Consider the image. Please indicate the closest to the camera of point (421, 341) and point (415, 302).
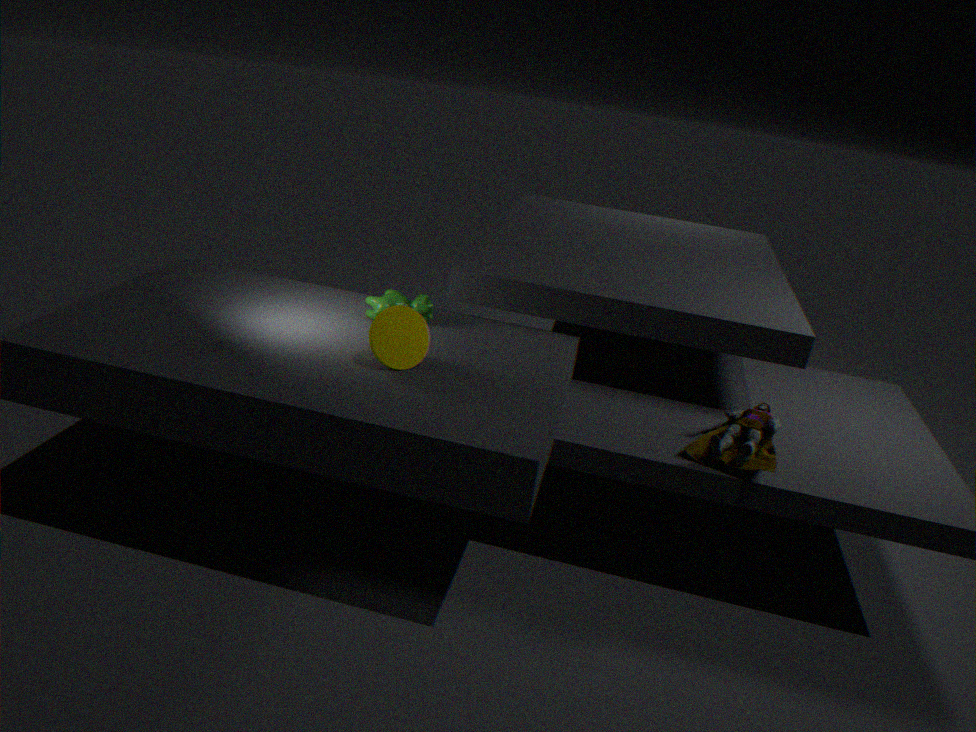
point (421, 341)
